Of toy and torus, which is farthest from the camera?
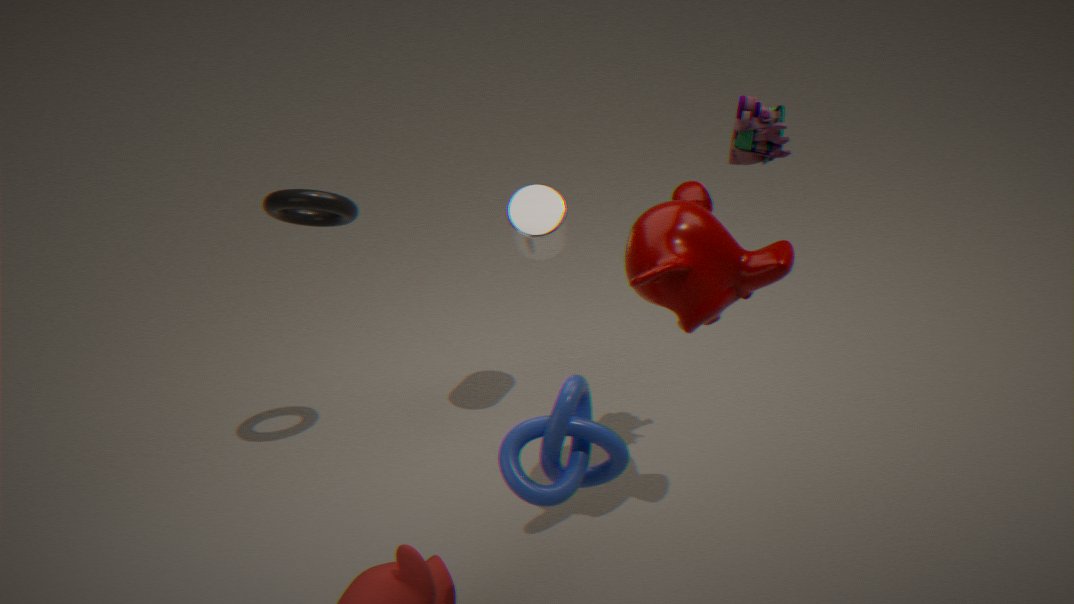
torus
